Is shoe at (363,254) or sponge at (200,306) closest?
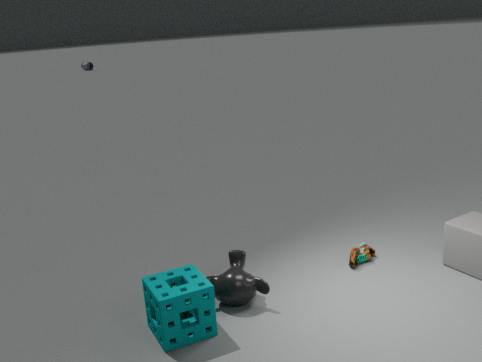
sponge at (200,306)
